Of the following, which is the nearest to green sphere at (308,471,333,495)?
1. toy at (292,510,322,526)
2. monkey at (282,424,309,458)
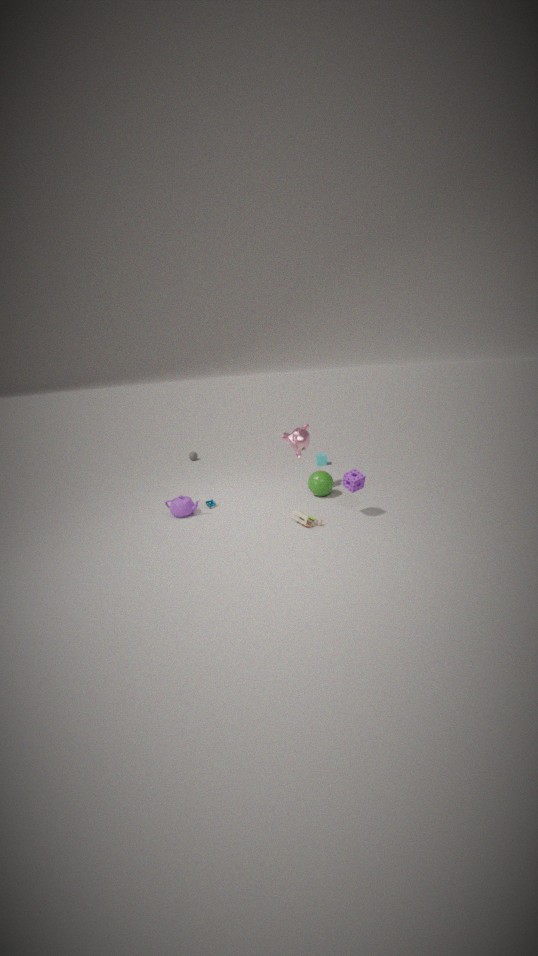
monkey at (282,424,309,458)
